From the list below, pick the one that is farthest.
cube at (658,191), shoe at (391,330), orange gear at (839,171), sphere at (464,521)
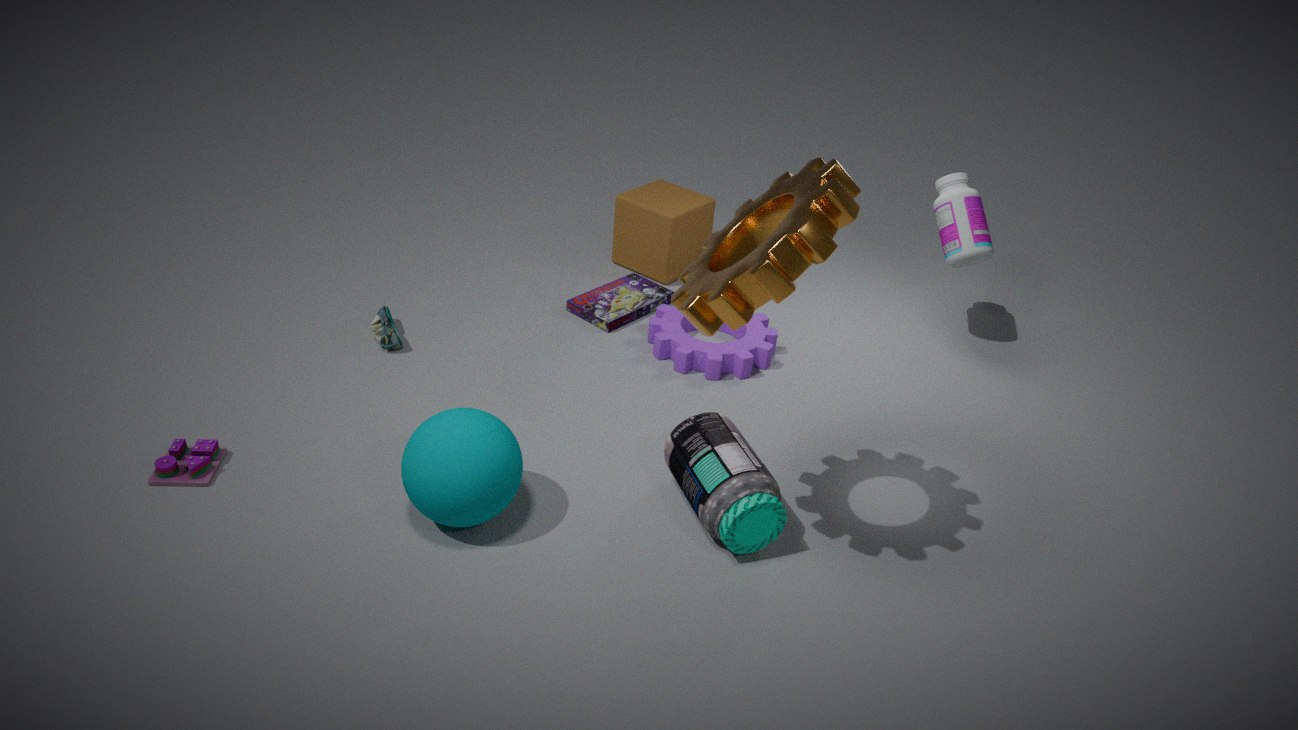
cube at (658,191)
